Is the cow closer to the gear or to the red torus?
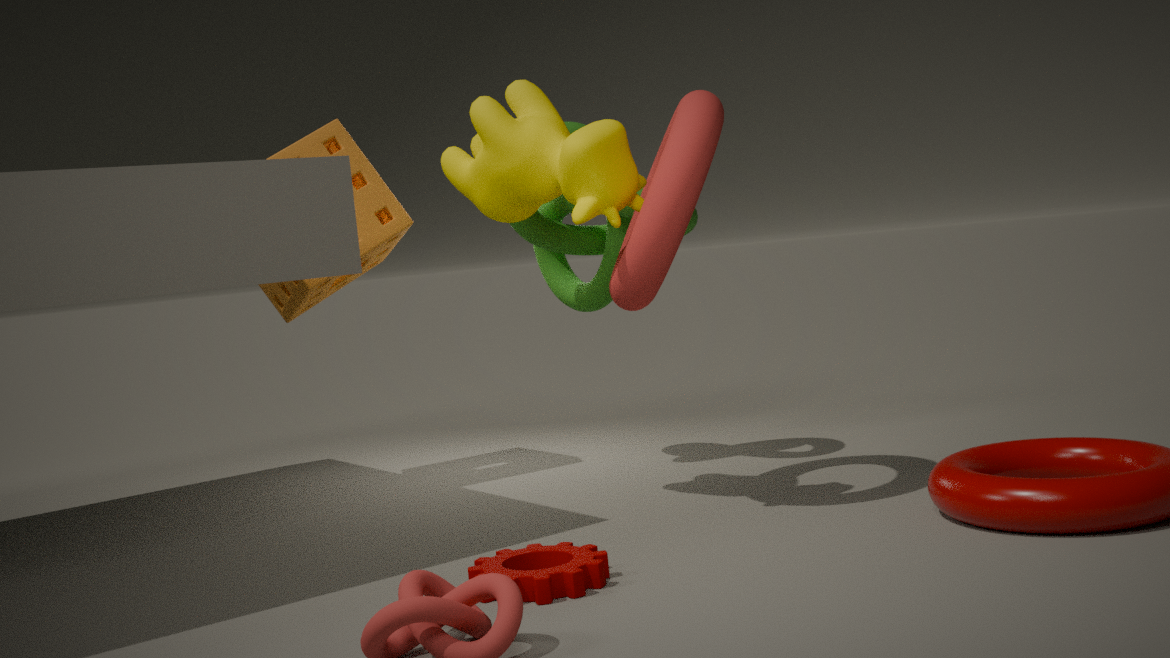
the red torus
